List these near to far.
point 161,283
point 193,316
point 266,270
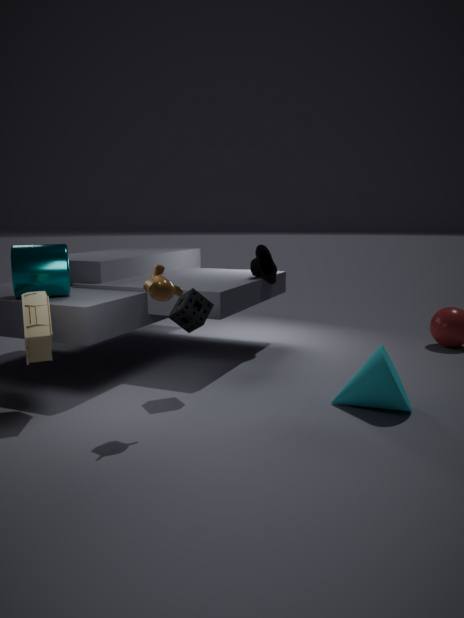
point 161,283 < point 193,316 < point 266,270
